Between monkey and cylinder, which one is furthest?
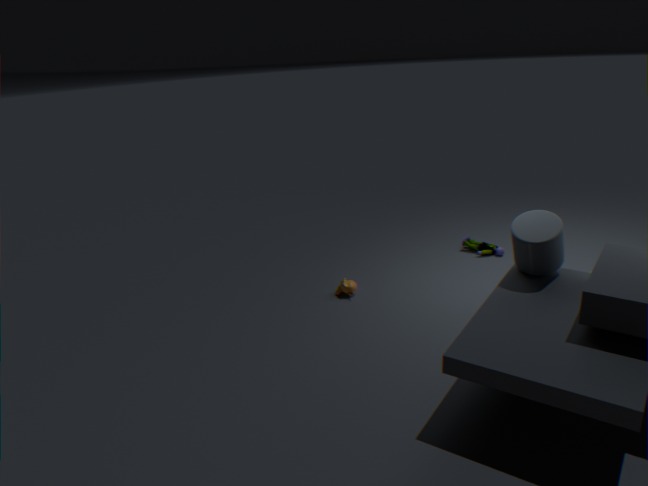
monkey
